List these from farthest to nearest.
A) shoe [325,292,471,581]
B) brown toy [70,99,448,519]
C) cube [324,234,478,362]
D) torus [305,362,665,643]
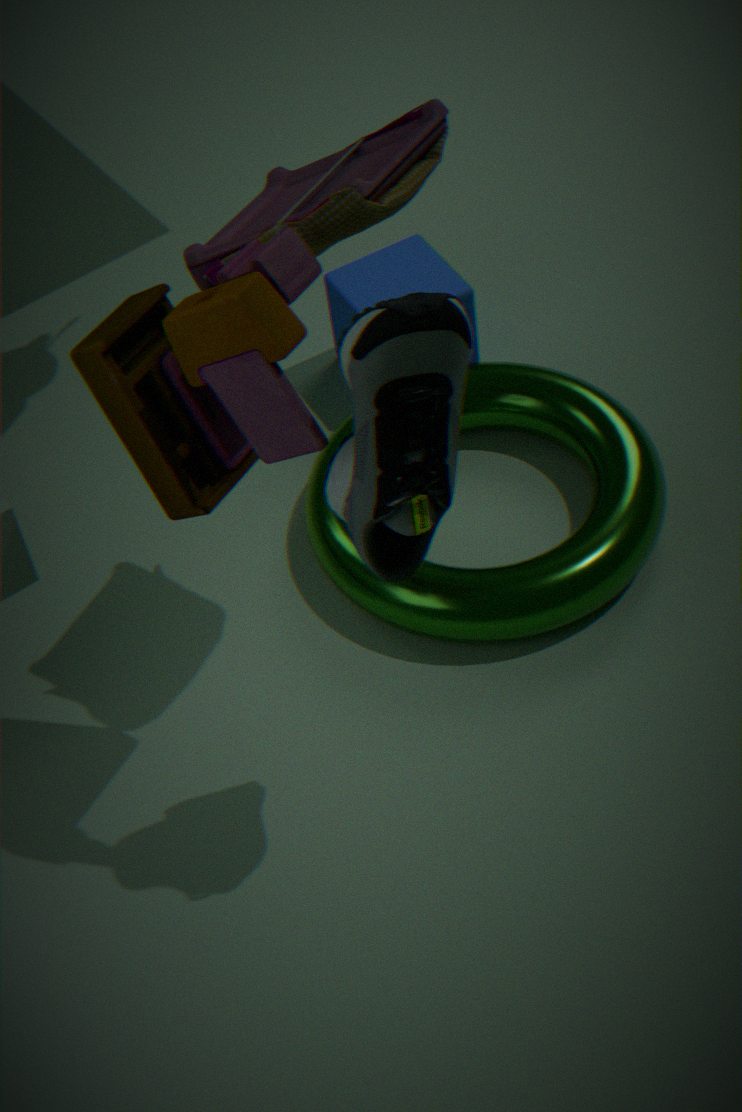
C. cube [324,234,478,362]
D. torus [305,362,665,643]
B. brown toy [70,99,448,519]
A. shoe [325,292,471,581]
